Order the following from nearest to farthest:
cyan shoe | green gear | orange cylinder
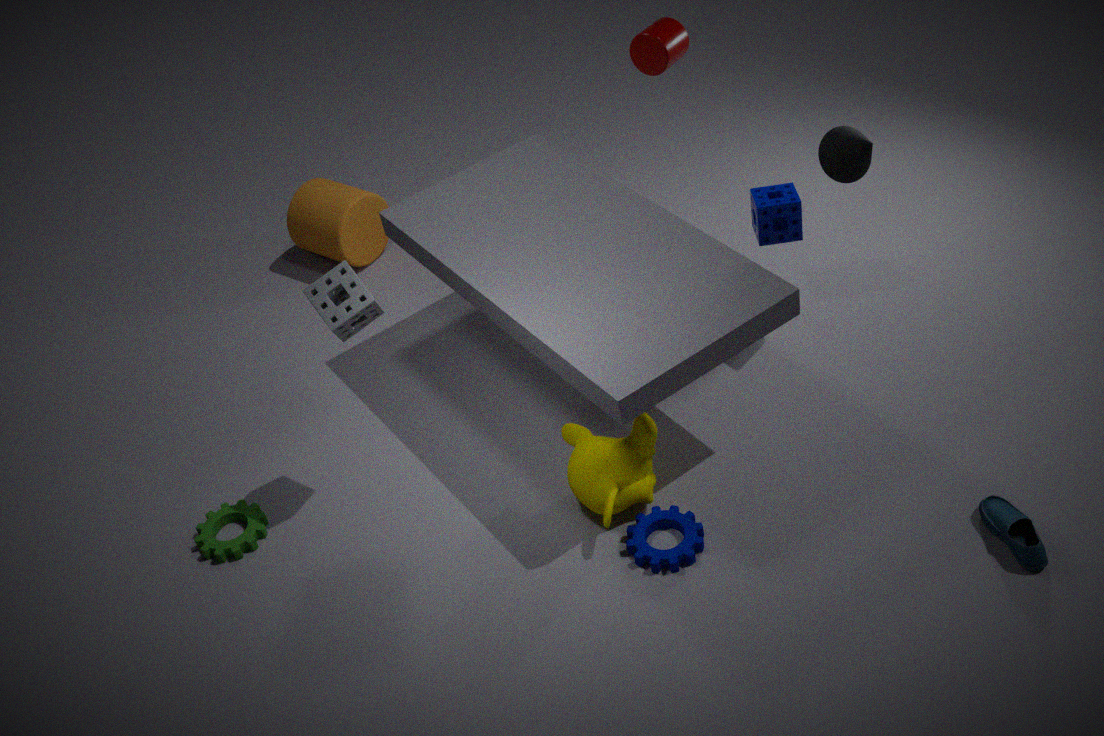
cyan shoe → green gear → orange cylinder
